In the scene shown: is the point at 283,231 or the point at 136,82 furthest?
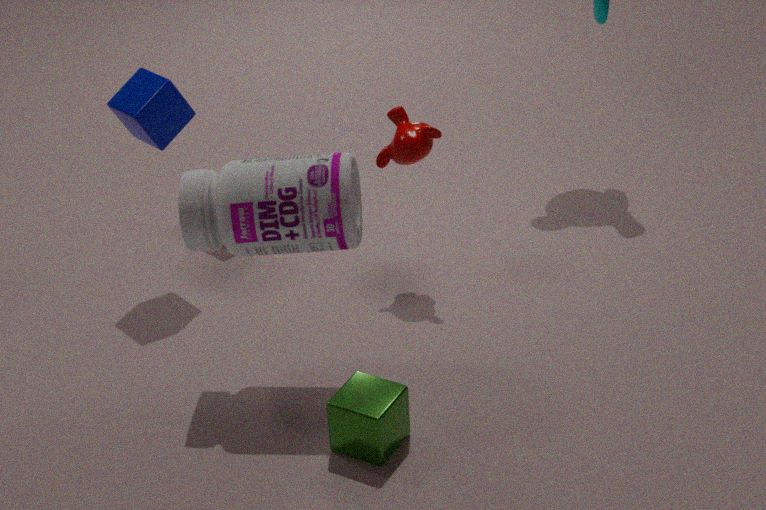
the point at 136,82
